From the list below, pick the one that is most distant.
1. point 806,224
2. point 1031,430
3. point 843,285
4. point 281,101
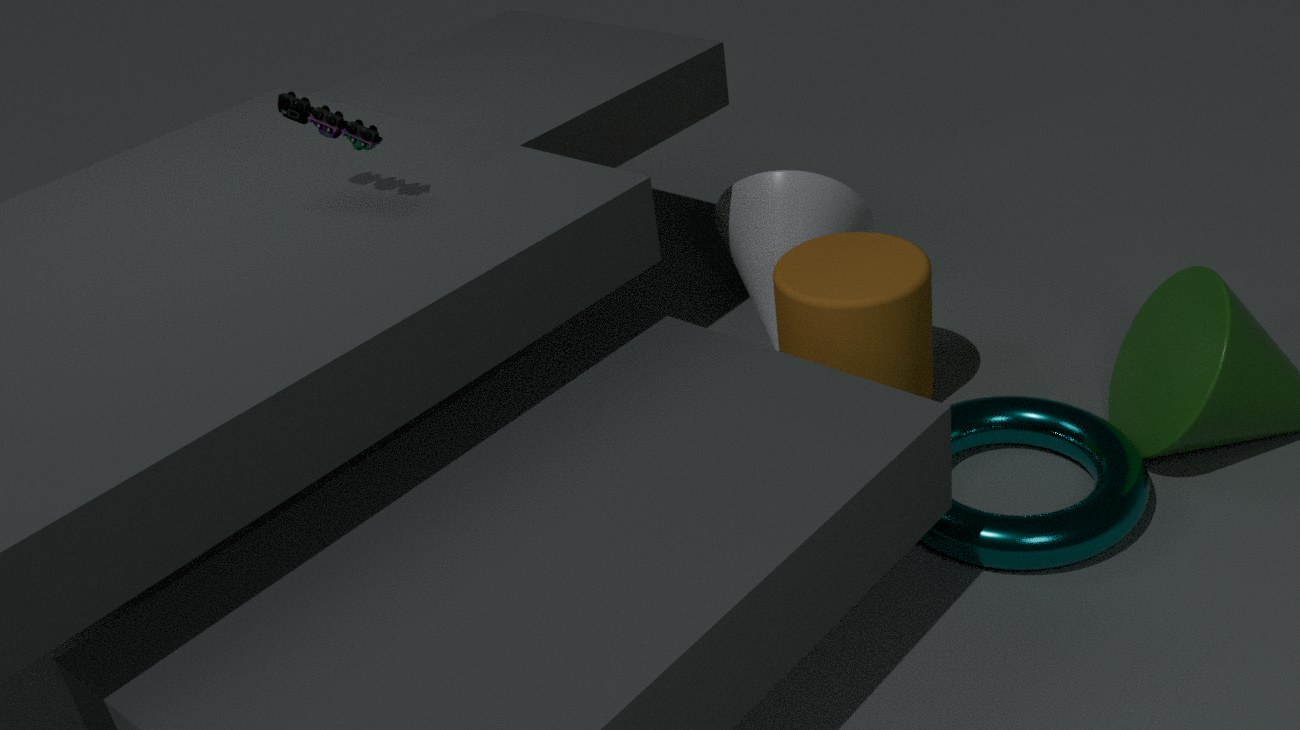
point 806,224
